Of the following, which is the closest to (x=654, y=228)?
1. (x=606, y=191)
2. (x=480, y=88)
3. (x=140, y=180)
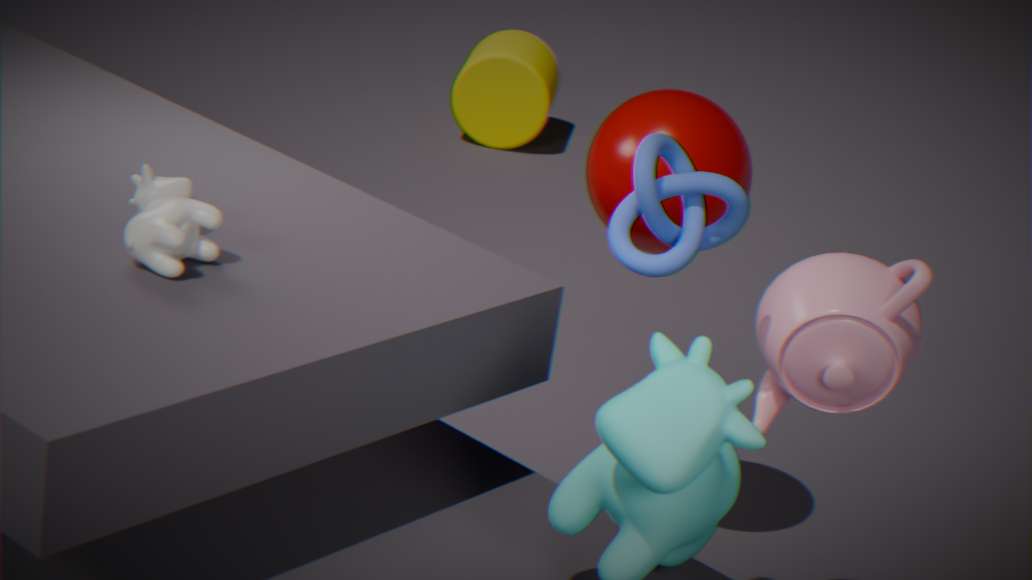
(x=606, y=191)
